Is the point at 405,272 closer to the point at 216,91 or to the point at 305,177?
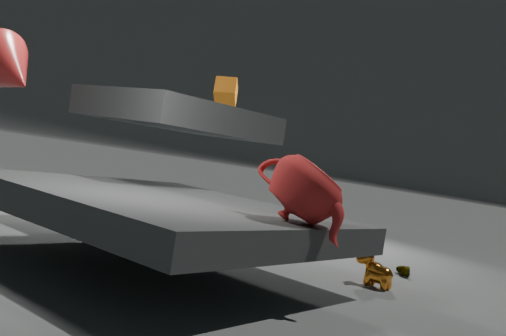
the point at 305,177
